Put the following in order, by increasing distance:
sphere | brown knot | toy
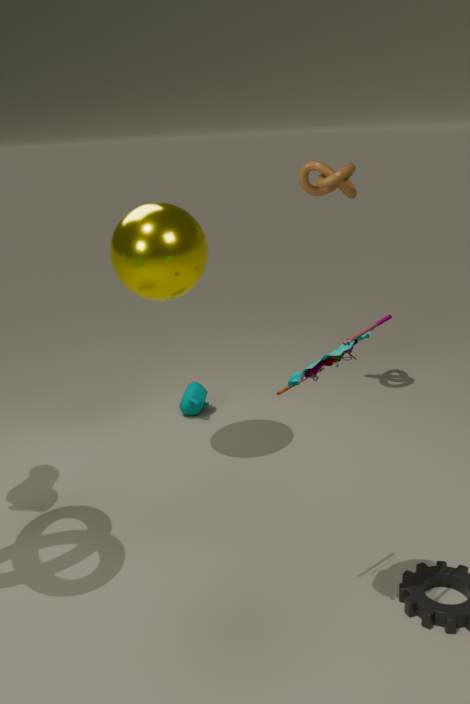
toy → sphere → brown knot
